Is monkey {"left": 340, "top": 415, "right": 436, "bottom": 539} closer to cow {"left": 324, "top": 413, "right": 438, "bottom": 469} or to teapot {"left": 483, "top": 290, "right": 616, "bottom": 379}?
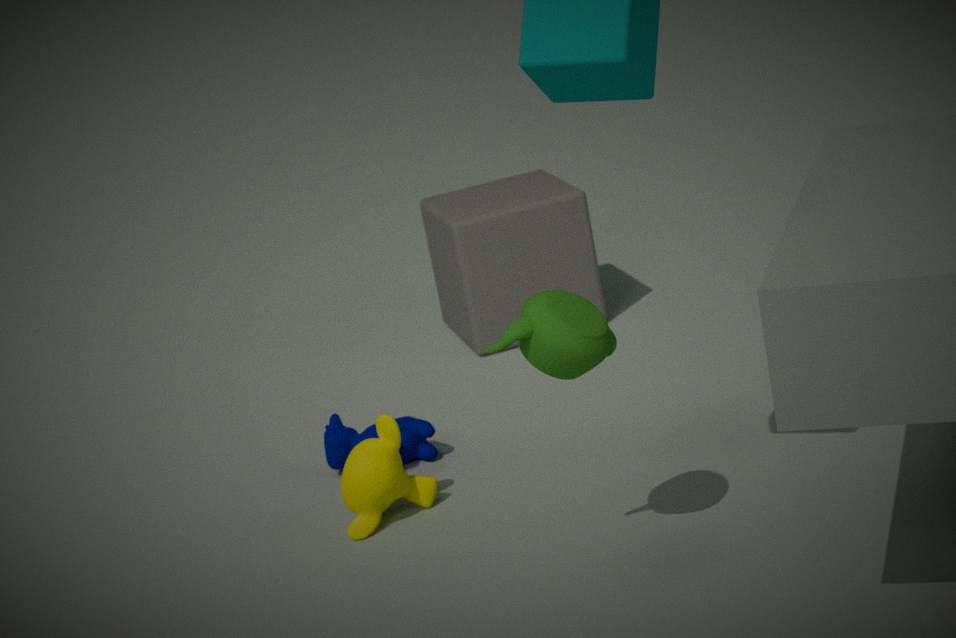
cow {"left": 324, "top": 413, "right": 438, "bottom": 469}
